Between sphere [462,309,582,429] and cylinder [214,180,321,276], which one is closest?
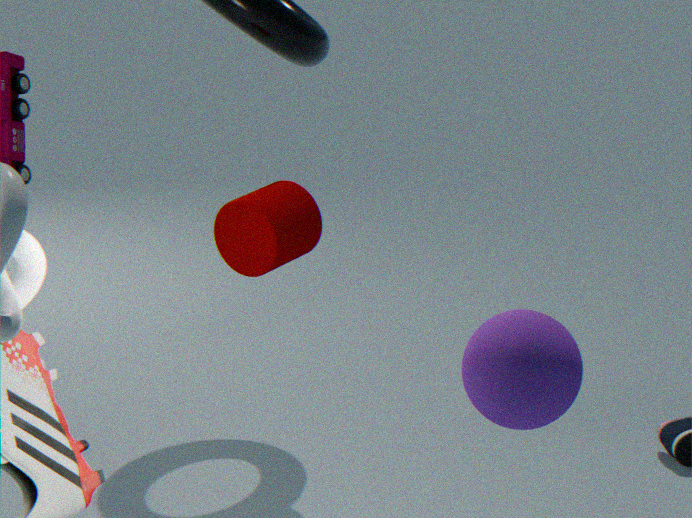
sphere [462,309,582,429]
